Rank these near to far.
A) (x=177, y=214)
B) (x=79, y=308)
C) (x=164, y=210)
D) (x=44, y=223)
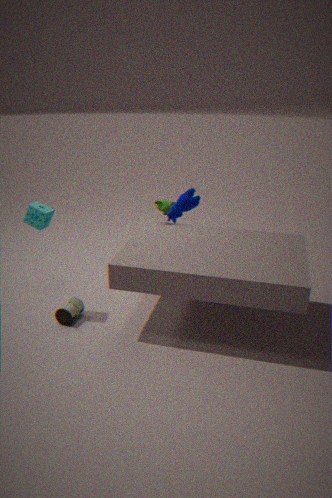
(x=44, y=223)
(x=79, y=308)
(x=164, y=210)
(x=177, y=214)
